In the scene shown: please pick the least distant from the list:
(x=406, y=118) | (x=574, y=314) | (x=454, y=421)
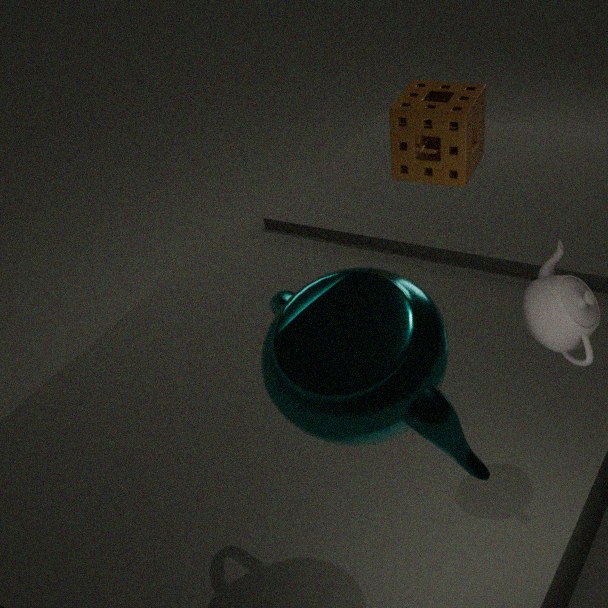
(x=454, y=421)
